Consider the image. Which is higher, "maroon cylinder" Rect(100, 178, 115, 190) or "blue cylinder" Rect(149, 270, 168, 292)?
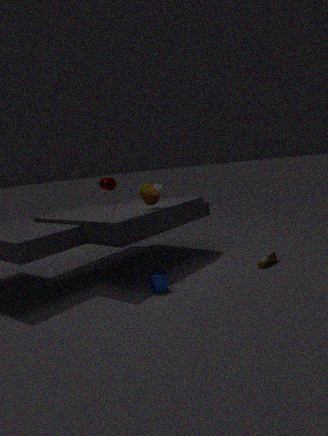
"maroon cylinder" Rect(100, 178, 115, 190)
